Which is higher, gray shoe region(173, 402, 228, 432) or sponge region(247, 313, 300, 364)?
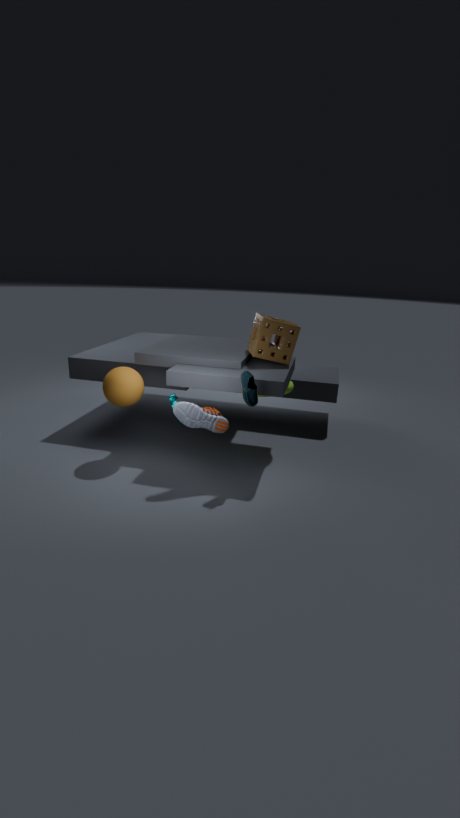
sponge region(247, 313, 300, 364)
